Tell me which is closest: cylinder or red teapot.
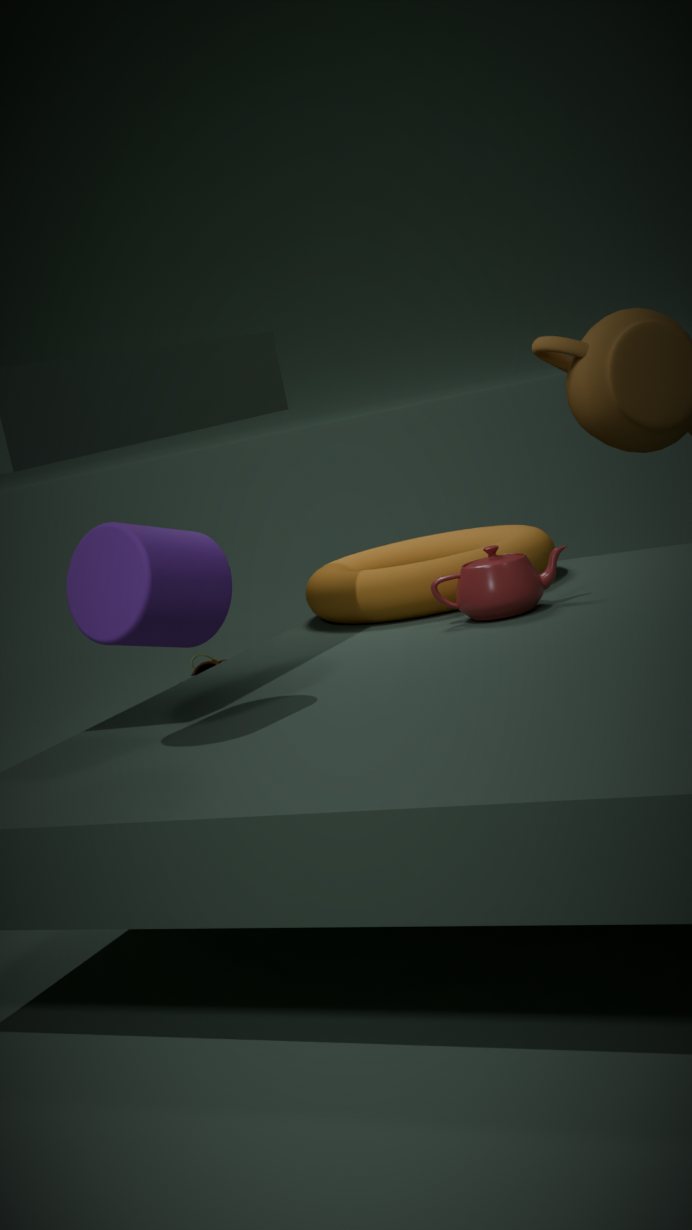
cylinder
